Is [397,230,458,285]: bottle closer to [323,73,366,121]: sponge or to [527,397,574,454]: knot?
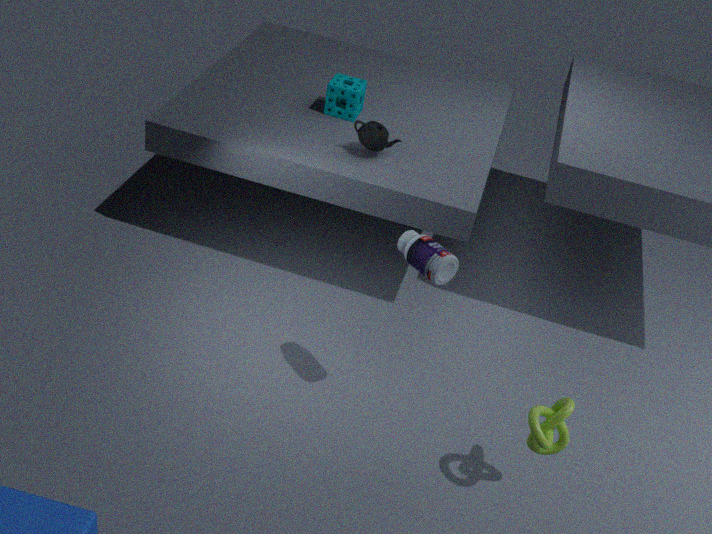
[527,397,574,454]: knot
